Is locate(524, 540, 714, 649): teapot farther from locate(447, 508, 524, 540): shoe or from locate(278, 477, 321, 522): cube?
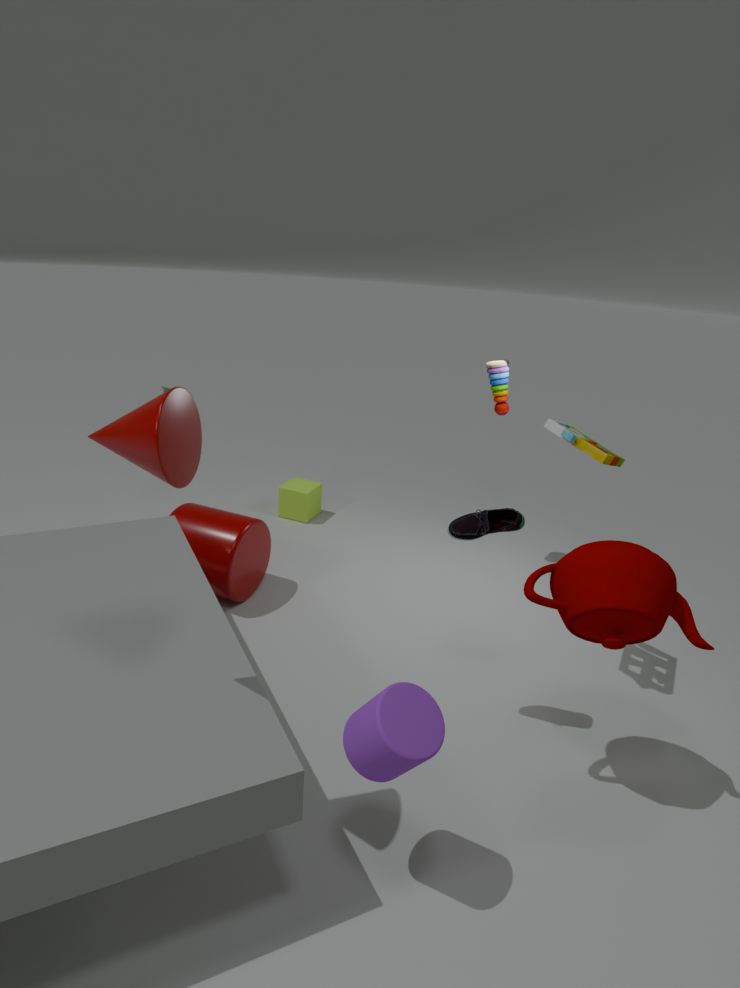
locate(278, 477, 321, 522): cube
